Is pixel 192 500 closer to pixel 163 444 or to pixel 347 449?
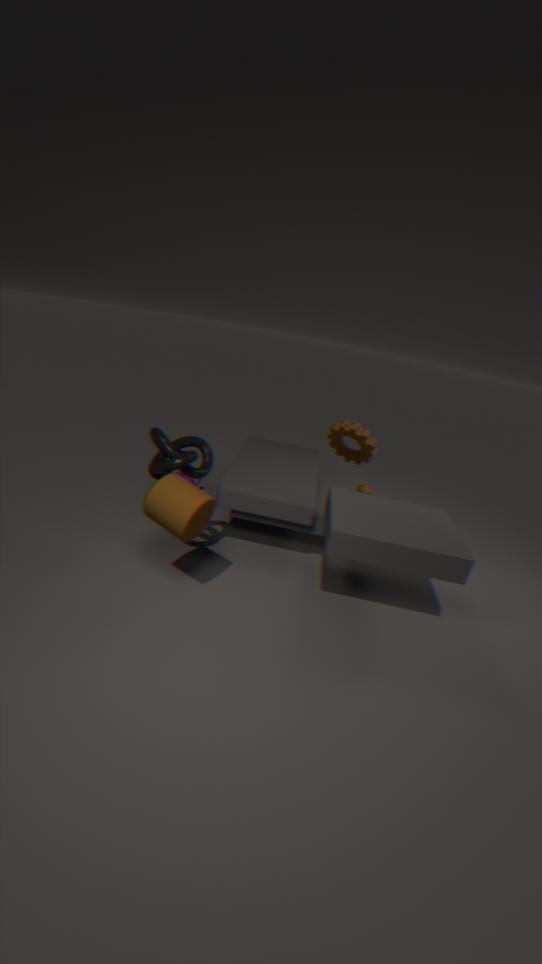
pixel 163 444
